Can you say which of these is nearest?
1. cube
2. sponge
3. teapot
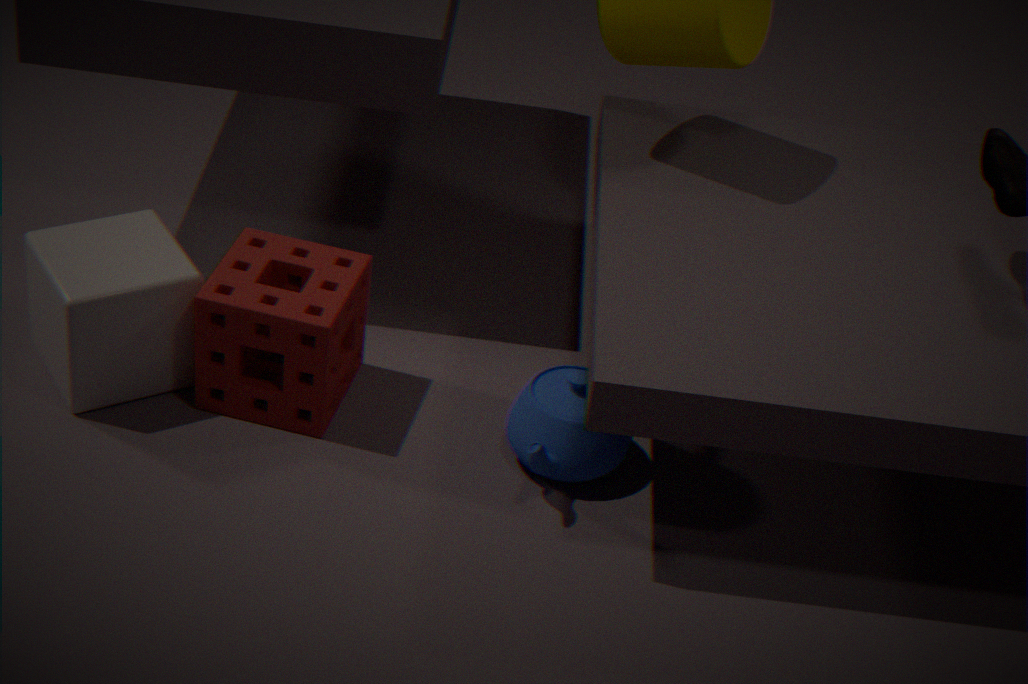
cube
